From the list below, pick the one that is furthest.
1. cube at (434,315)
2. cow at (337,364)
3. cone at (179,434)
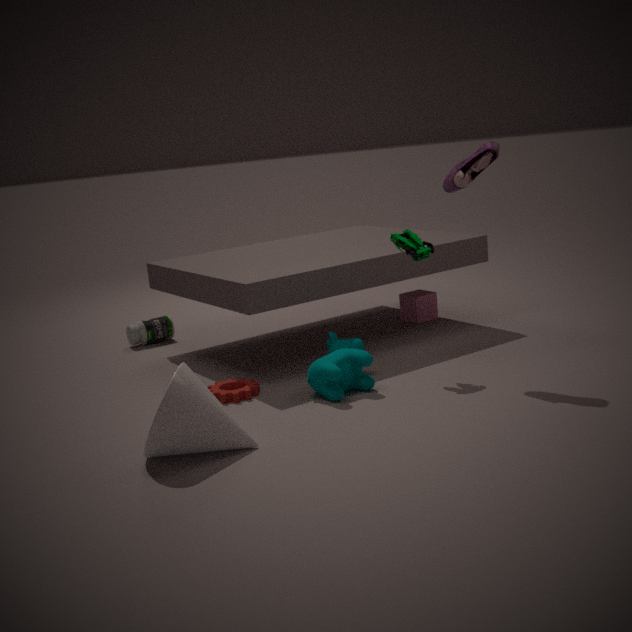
cube at (434,315)
